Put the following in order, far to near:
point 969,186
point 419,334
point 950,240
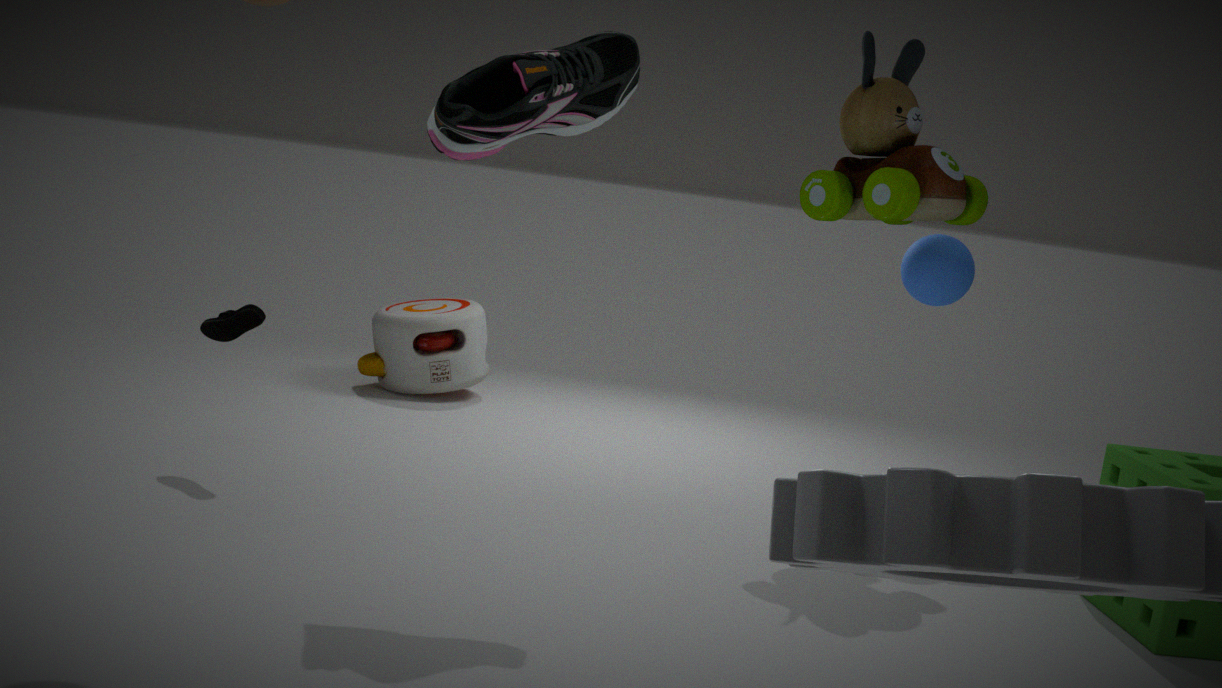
point 419,334
point 950,240
point 969,186
